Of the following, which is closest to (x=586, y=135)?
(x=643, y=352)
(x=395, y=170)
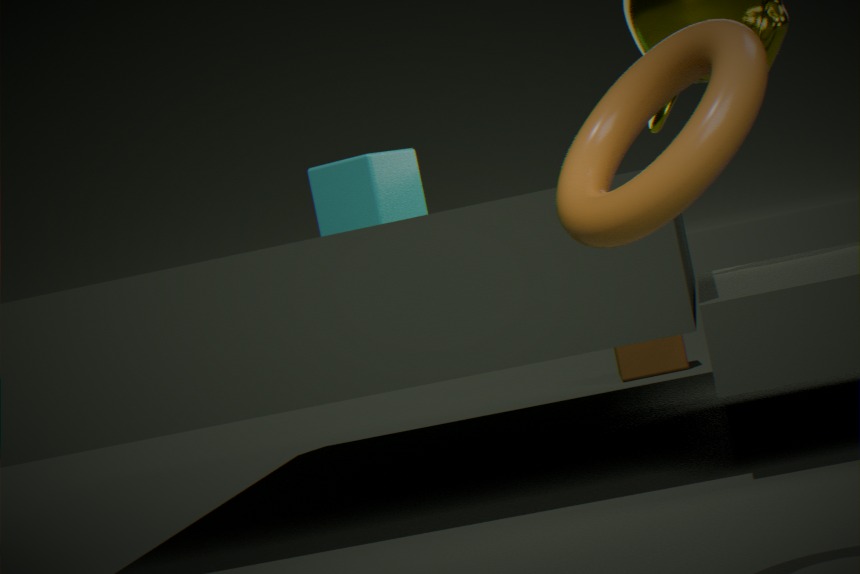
(x=395, y=170)
